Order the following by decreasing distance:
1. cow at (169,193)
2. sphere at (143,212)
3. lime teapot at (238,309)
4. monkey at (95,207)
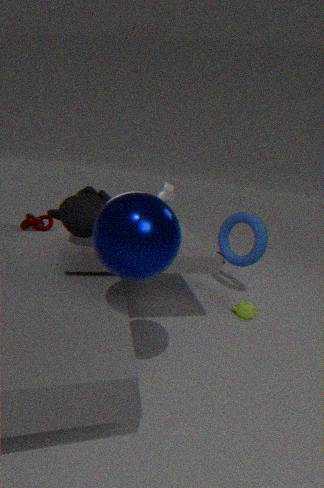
cow at (169,193) < lime teapot at (238,309) < monkey at (95,207) < sphere at (143,212)
